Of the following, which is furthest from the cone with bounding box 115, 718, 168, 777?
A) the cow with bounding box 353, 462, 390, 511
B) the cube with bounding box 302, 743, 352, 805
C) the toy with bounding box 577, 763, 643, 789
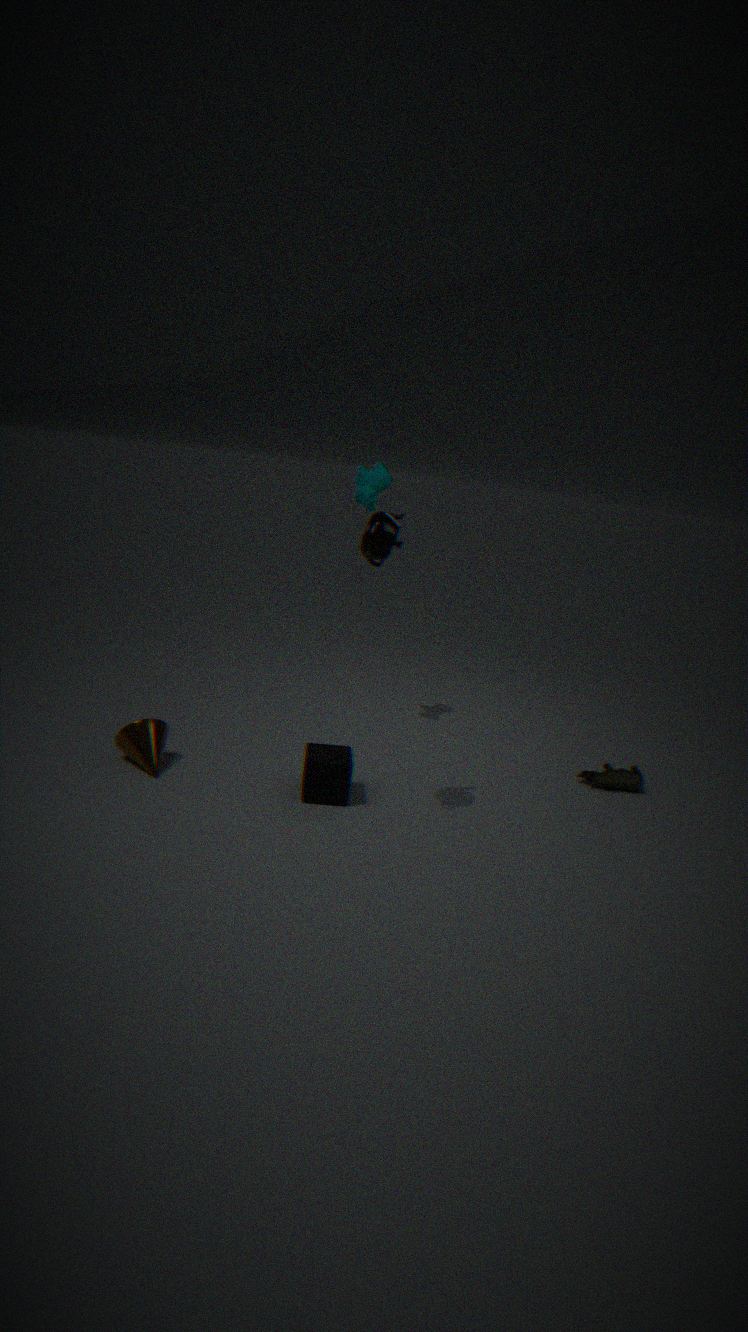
the toy with bounding box 577, 763, 643, 789
